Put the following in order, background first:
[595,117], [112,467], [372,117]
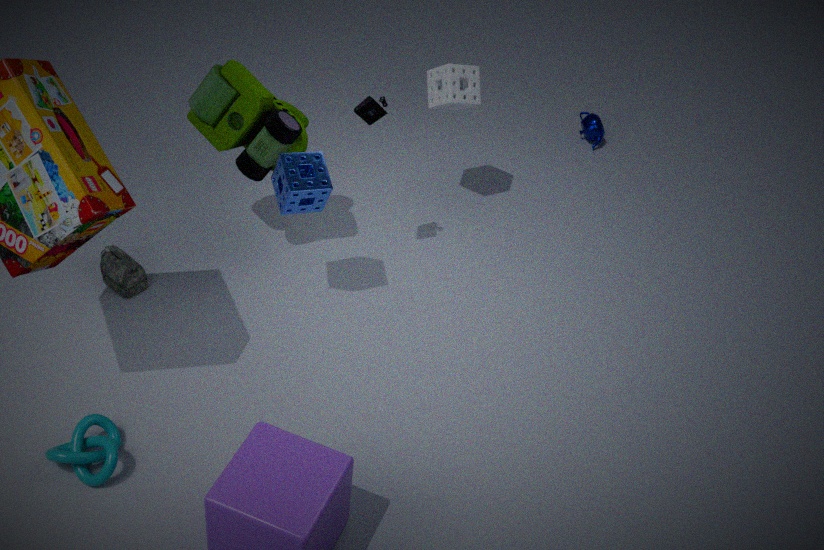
[595,117] → [372,117] → [112,467]
